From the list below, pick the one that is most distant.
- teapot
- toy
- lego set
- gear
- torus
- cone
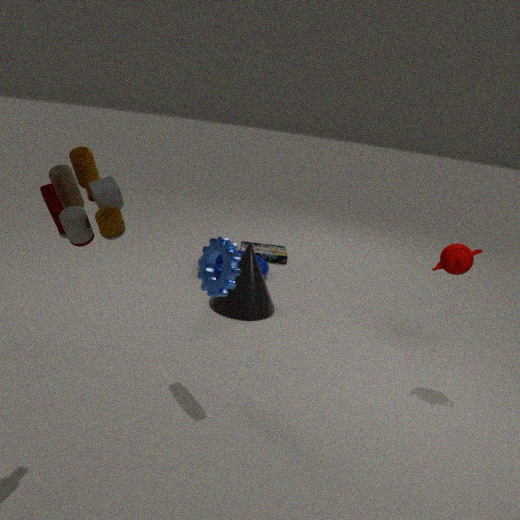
lego set
